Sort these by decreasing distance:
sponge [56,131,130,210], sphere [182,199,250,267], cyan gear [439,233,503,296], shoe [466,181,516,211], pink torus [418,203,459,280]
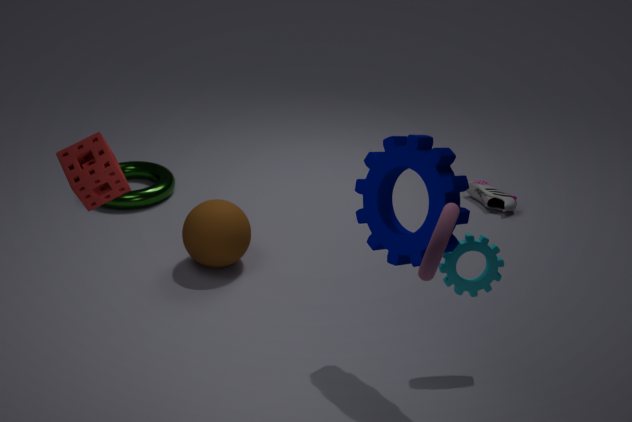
shoe [466,181,516,211] < sphere [182,199,250,267] < cyan gear [439,233,503,296] < sponge [56,131,130,210] < pink torus [418,203,459,280]
